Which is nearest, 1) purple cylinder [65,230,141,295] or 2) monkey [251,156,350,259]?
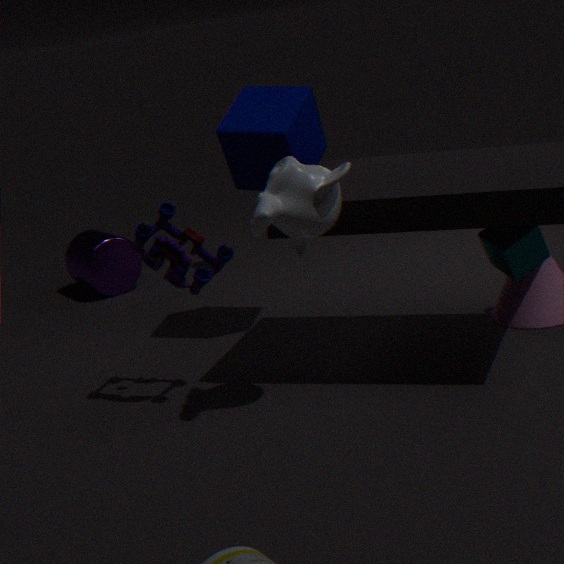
2. monkey [251,156,350,259]
